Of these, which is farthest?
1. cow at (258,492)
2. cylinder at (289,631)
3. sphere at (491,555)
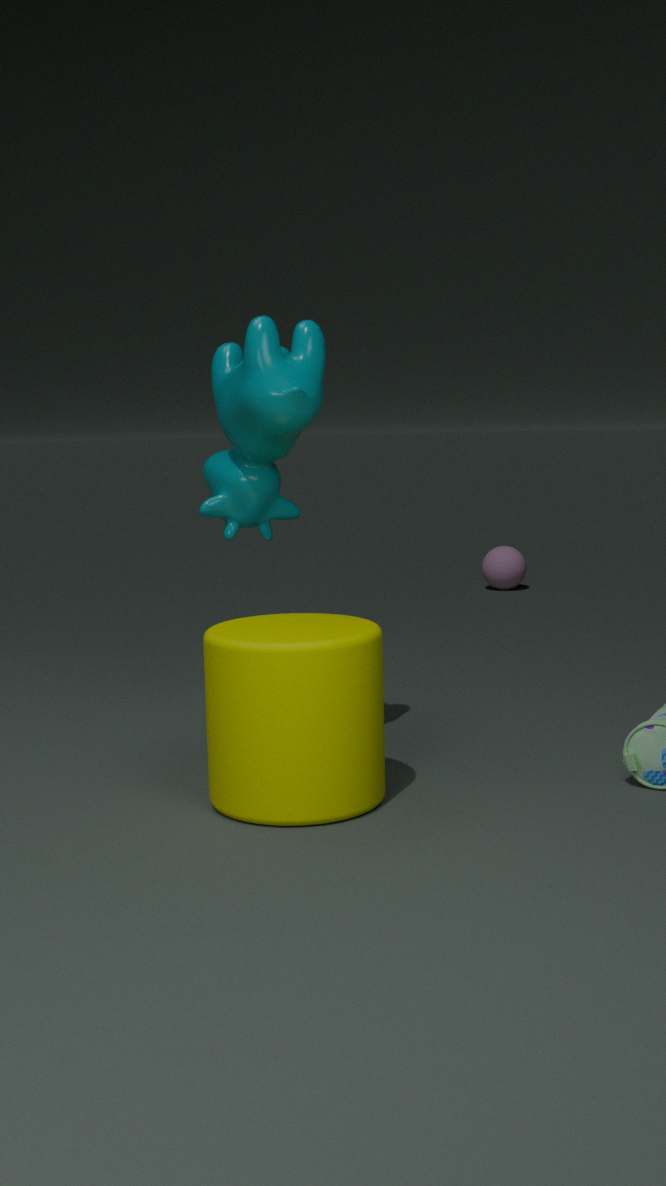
sphere at (491,555)
